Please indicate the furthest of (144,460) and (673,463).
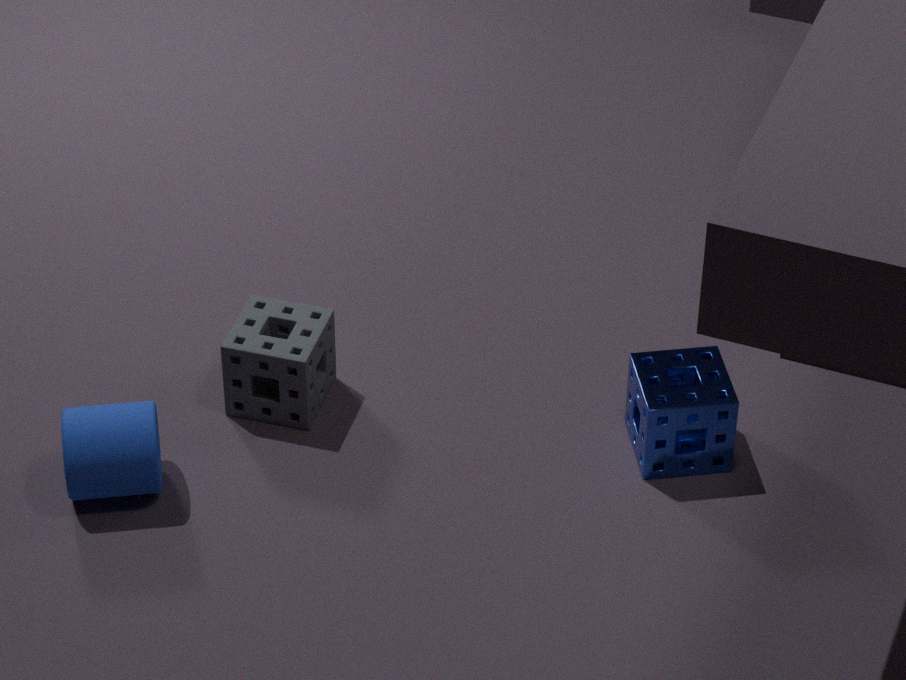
(673,463)
